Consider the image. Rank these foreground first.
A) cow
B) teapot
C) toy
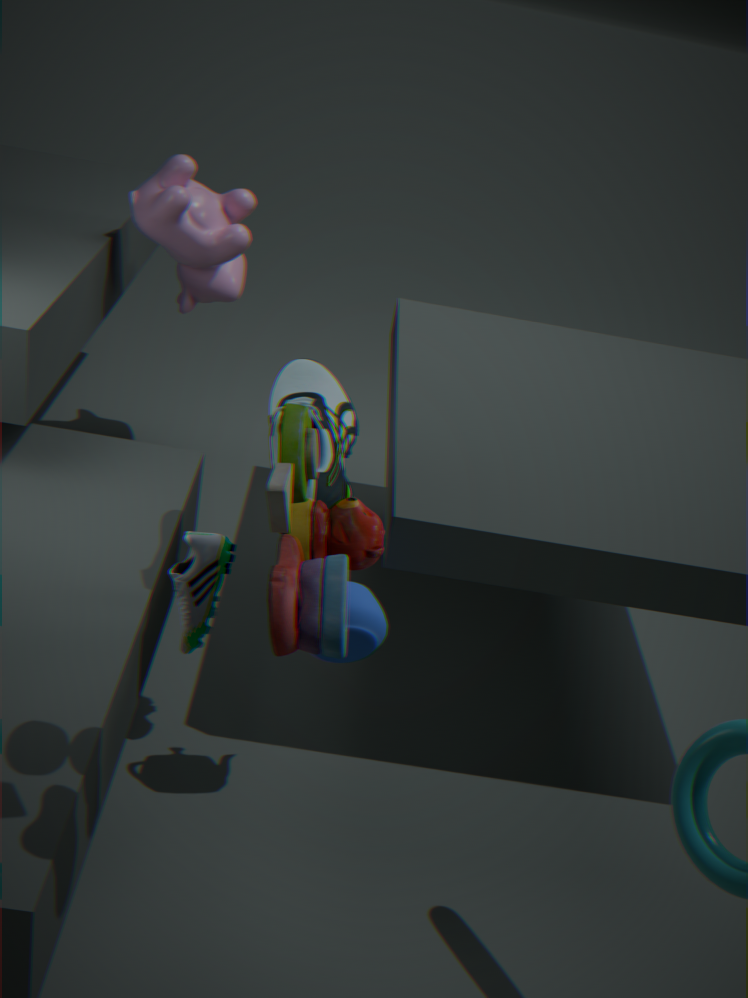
toy < teapot < cow
